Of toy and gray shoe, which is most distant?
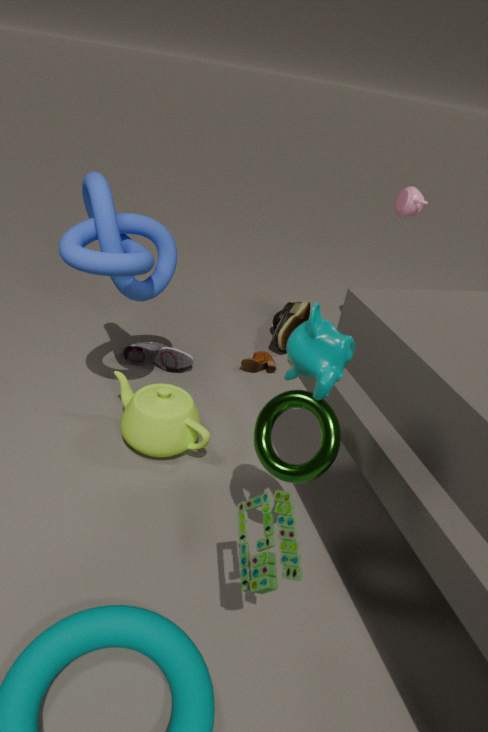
gray shoe
